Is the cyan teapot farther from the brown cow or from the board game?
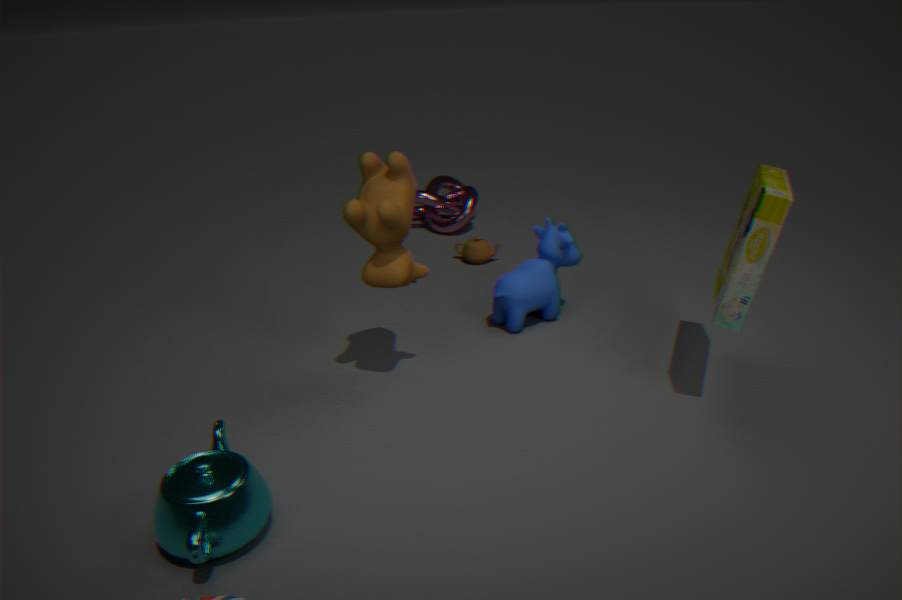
the board game
